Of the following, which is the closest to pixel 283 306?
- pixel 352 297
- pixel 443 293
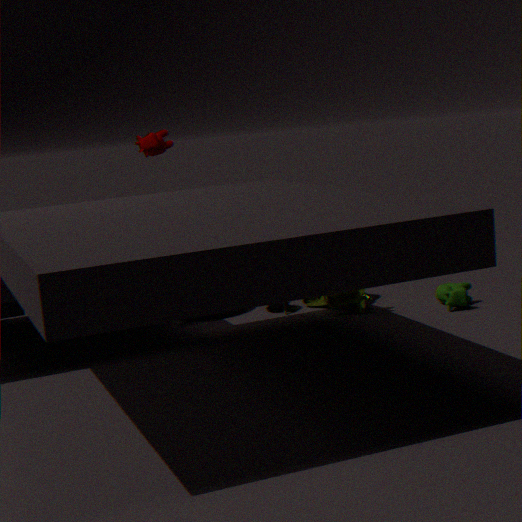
pixel 352 297
